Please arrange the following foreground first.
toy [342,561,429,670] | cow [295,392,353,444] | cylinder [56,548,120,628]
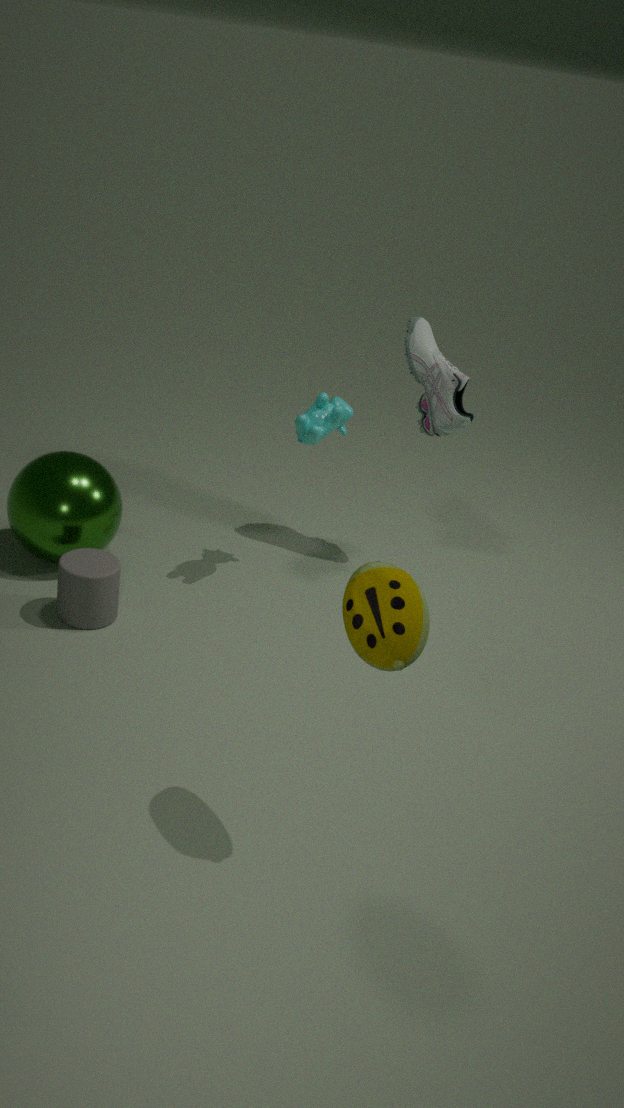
toy [342,561,429,670]
cylinder [56,548,120,628]
cow [295,392,353,444]
